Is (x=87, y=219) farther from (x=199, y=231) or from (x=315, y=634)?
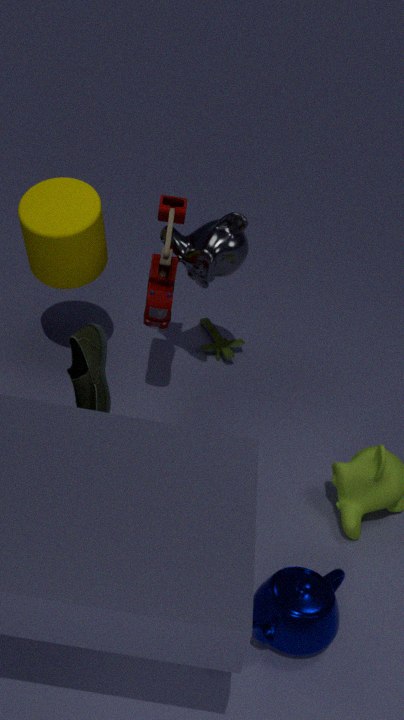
(x=315, y=634)
